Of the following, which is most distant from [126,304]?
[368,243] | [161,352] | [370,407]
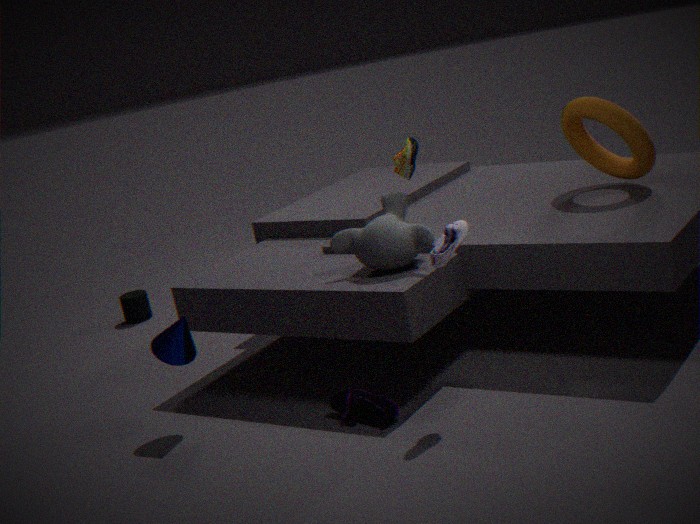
[370,407]
